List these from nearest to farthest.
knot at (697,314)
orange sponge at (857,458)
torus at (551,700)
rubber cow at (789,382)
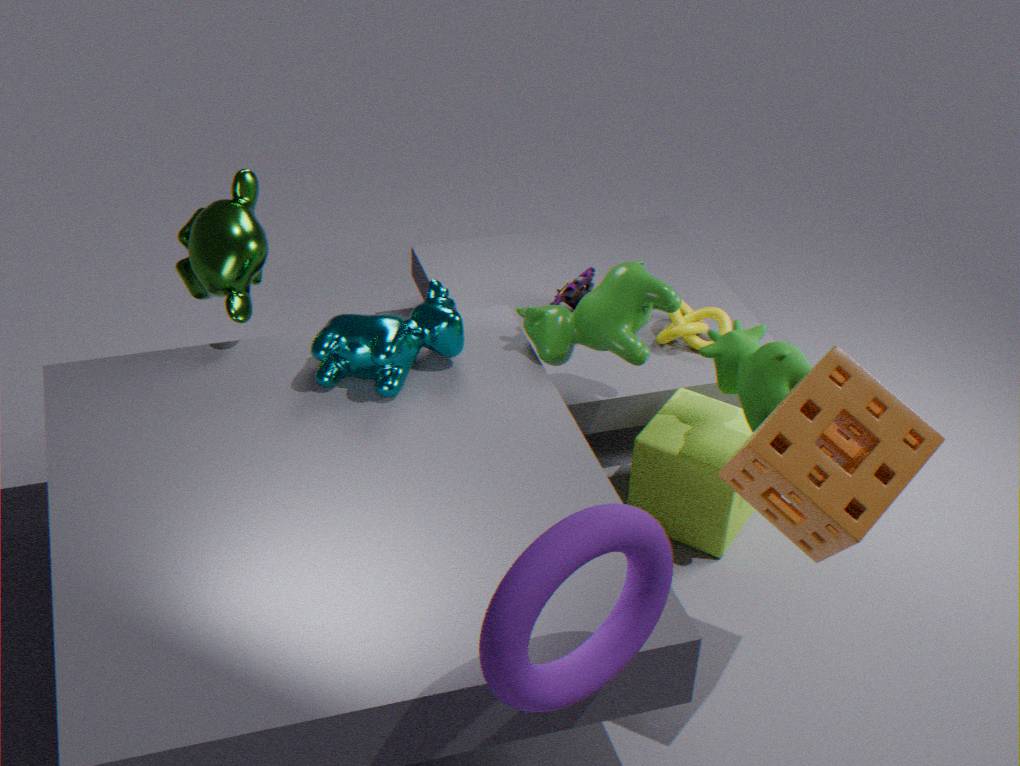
torus at (551,700) → orange sponge at (857,458) → rubber cow at (789,382) → knot at (697,314)
